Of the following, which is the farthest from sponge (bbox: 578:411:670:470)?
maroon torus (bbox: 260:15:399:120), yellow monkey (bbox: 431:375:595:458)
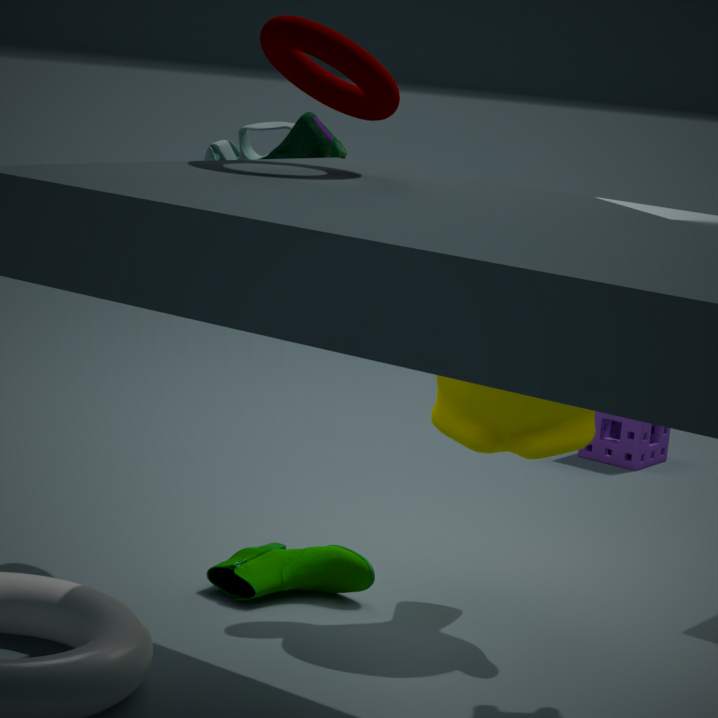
maroon torus (bbox: 260:15:399:120)
